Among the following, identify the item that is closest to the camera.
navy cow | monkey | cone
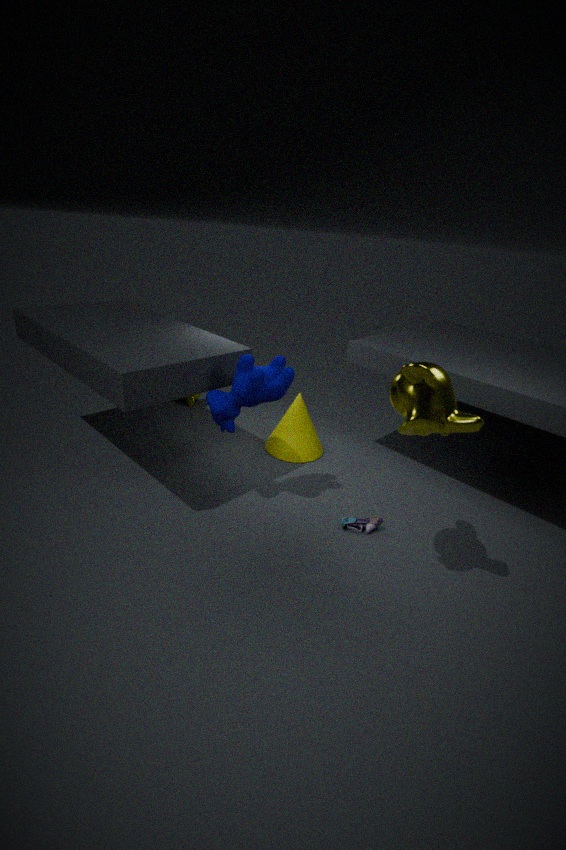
monkey
